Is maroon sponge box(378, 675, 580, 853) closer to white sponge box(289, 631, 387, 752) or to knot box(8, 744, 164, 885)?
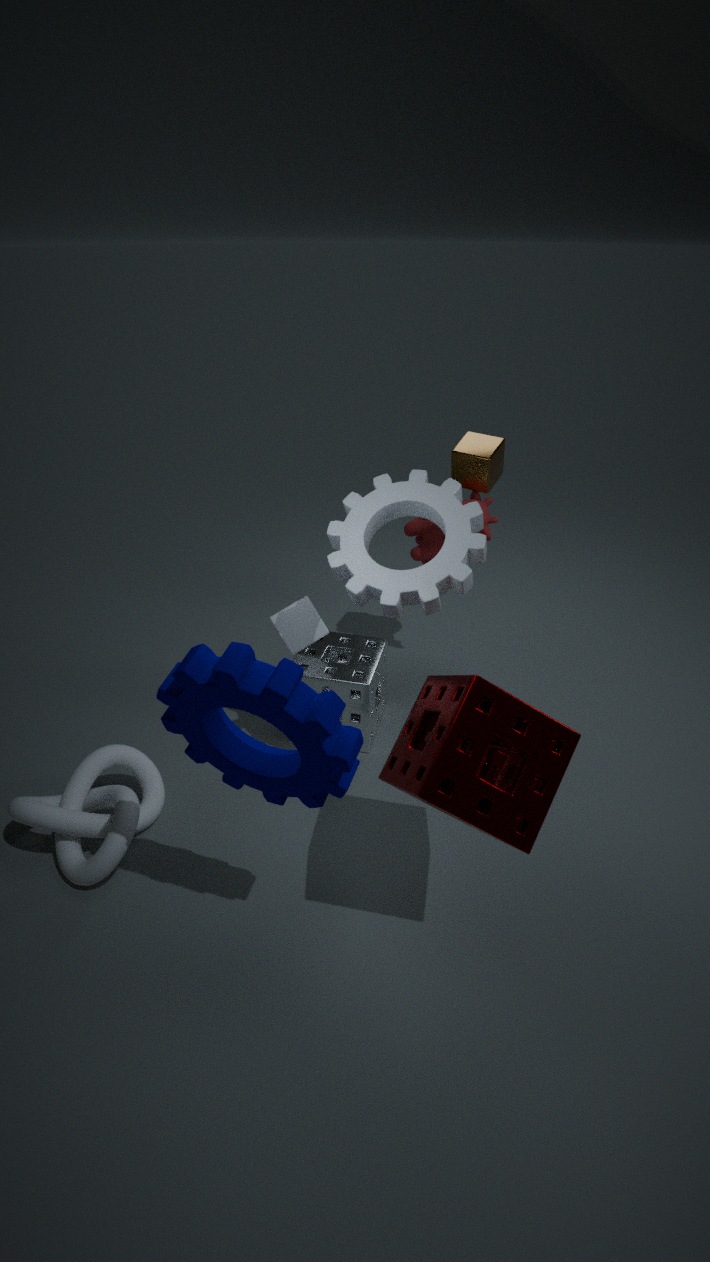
white sponge box(289, 631, 387, 752)
